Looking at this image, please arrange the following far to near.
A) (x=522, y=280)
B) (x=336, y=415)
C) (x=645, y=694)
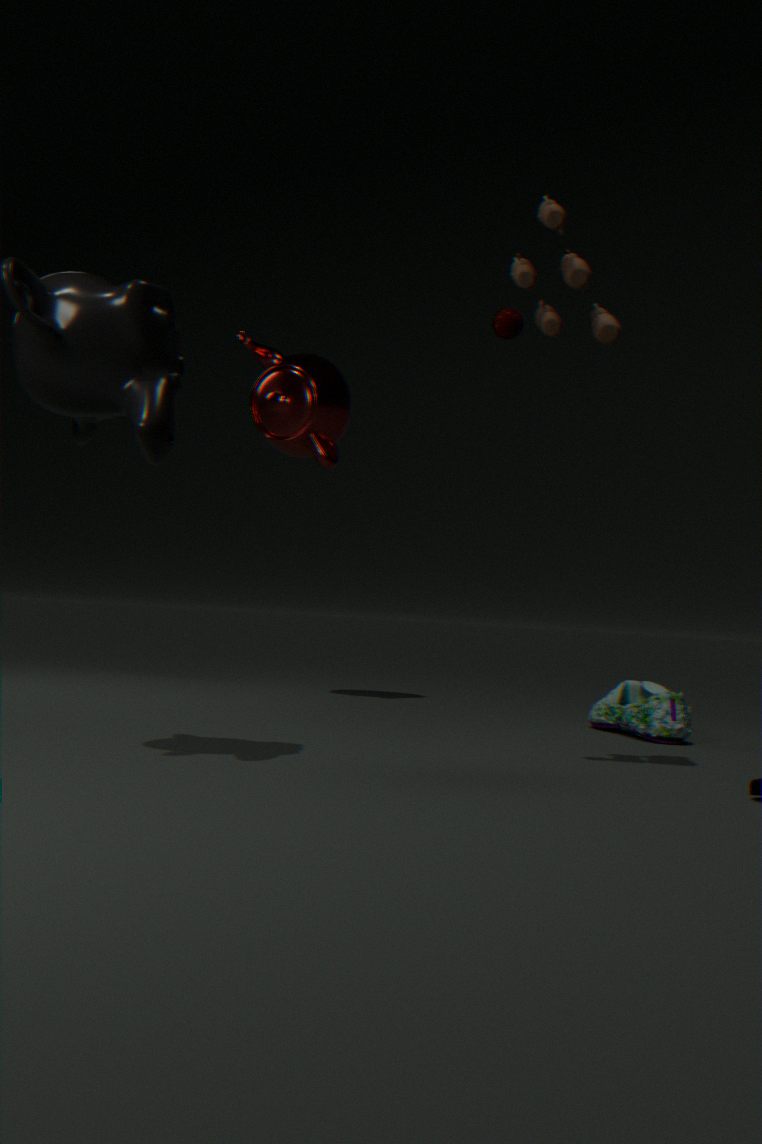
(x=336, y=415) < (x=645, y=694) < (x=522, y=280)
